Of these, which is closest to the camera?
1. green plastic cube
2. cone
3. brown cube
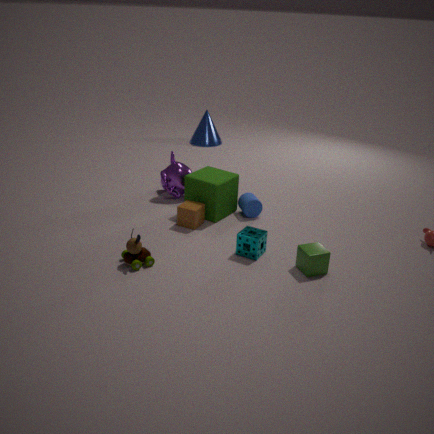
green plastic cube
